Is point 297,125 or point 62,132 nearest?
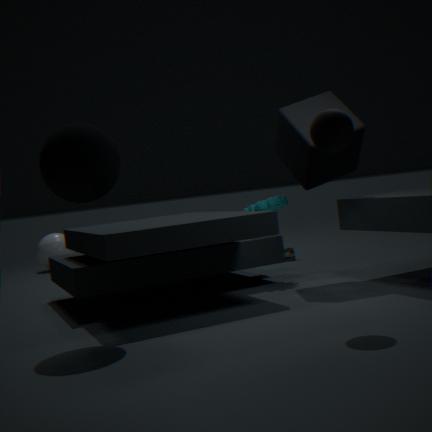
point 62,132
